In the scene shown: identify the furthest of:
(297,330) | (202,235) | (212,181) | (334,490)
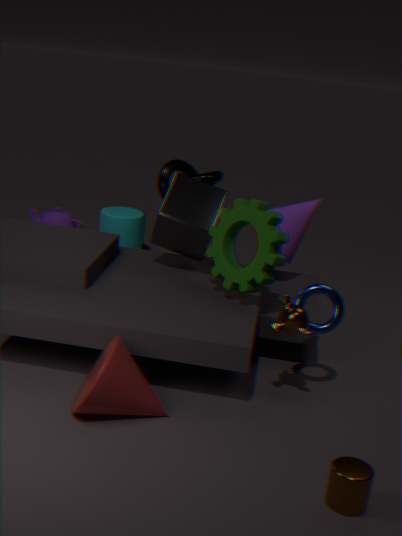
(212,181)
